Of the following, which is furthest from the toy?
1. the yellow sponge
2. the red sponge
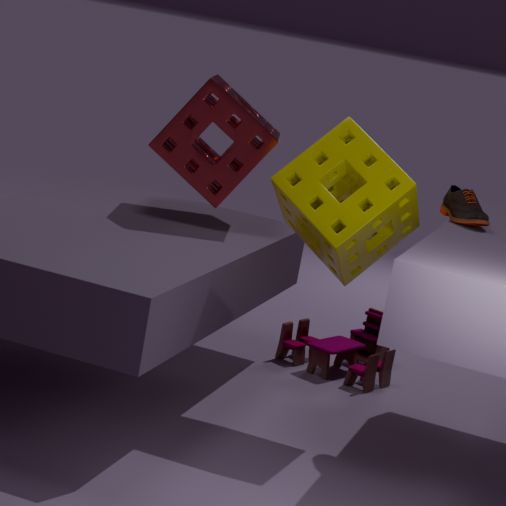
the yellow sponge
